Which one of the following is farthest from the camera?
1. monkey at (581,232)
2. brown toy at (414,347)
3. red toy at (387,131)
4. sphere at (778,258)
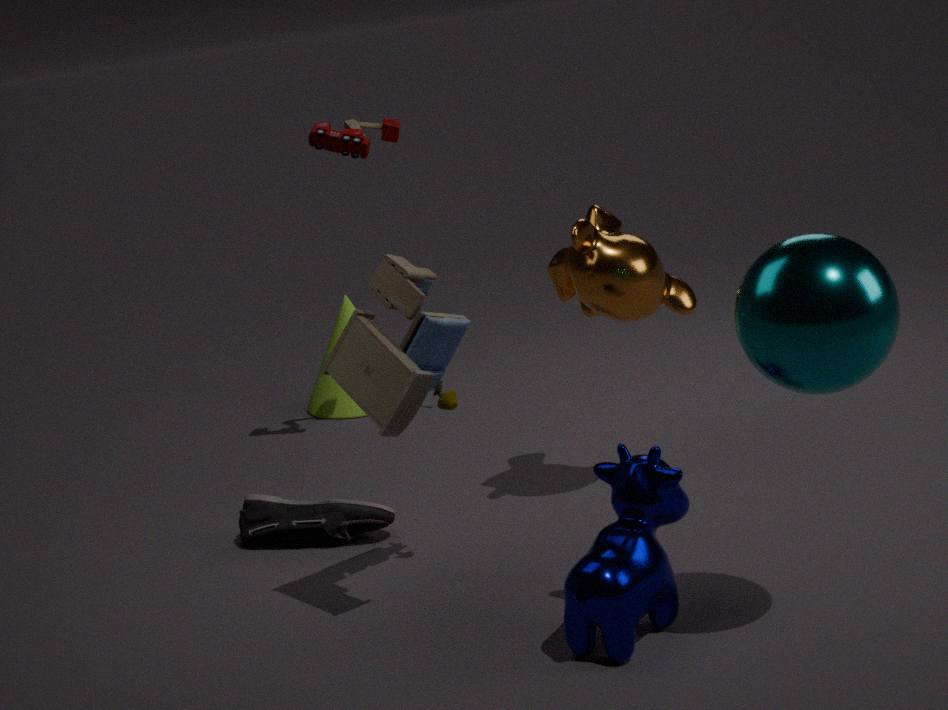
red toy at (387,131)
